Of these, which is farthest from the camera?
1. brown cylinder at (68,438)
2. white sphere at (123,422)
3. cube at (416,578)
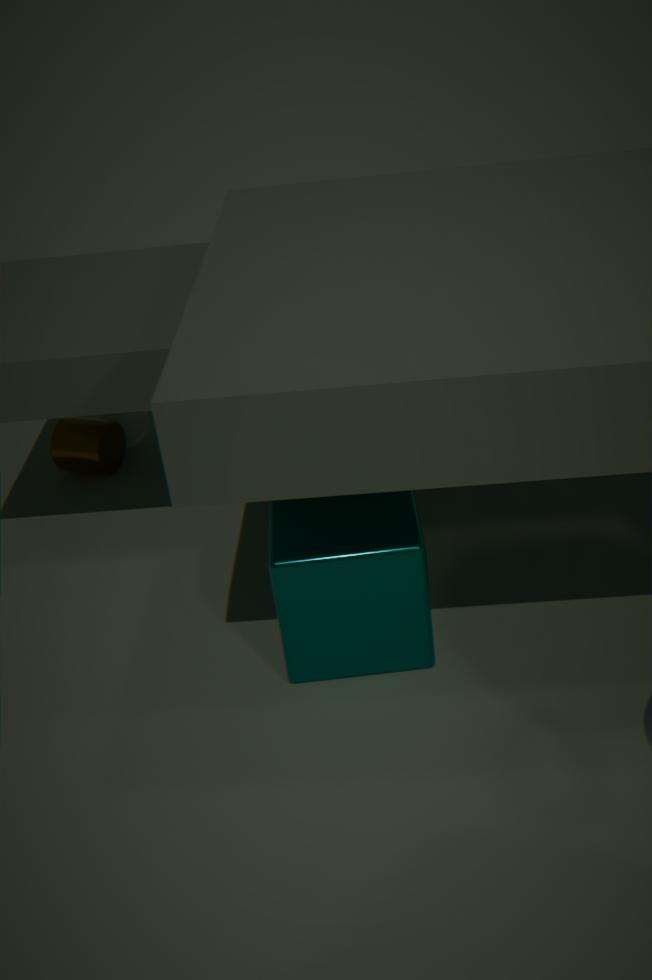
white sphere at (123,422)
